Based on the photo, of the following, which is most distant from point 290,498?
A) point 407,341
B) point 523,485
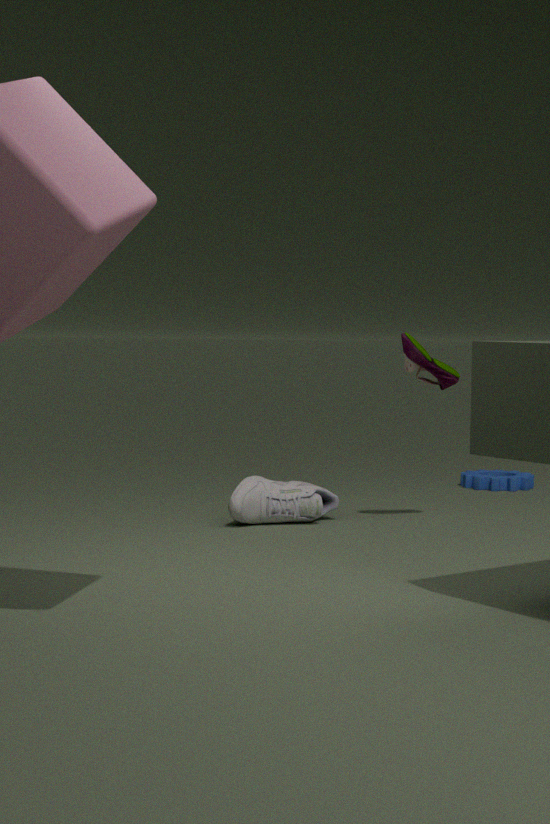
point 523,485
